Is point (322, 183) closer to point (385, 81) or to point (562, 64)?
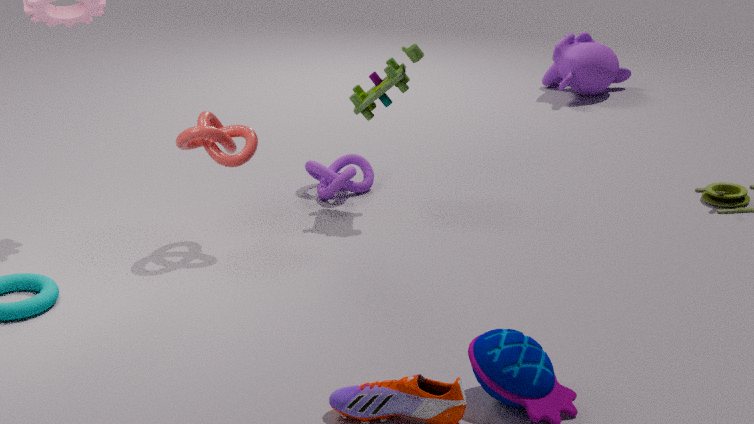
point (385, 81)
